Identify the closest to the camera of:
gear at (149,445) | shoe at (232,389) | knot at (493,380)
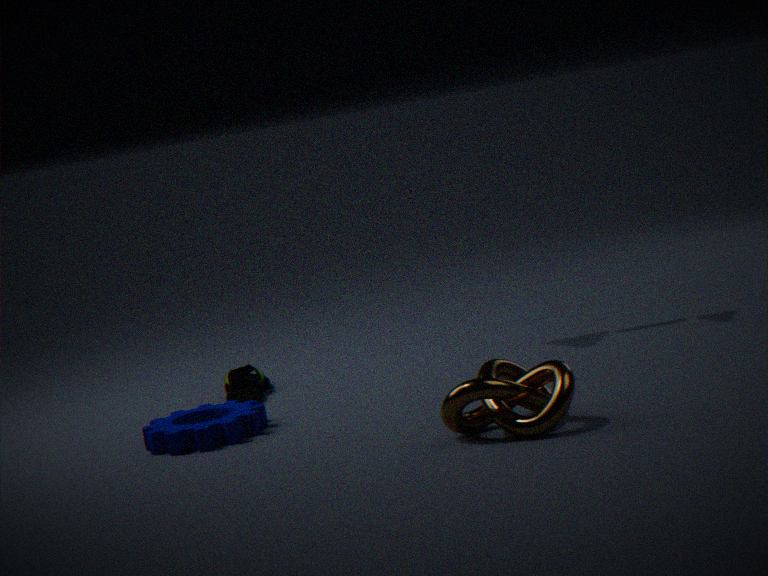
knot at (493,380)
